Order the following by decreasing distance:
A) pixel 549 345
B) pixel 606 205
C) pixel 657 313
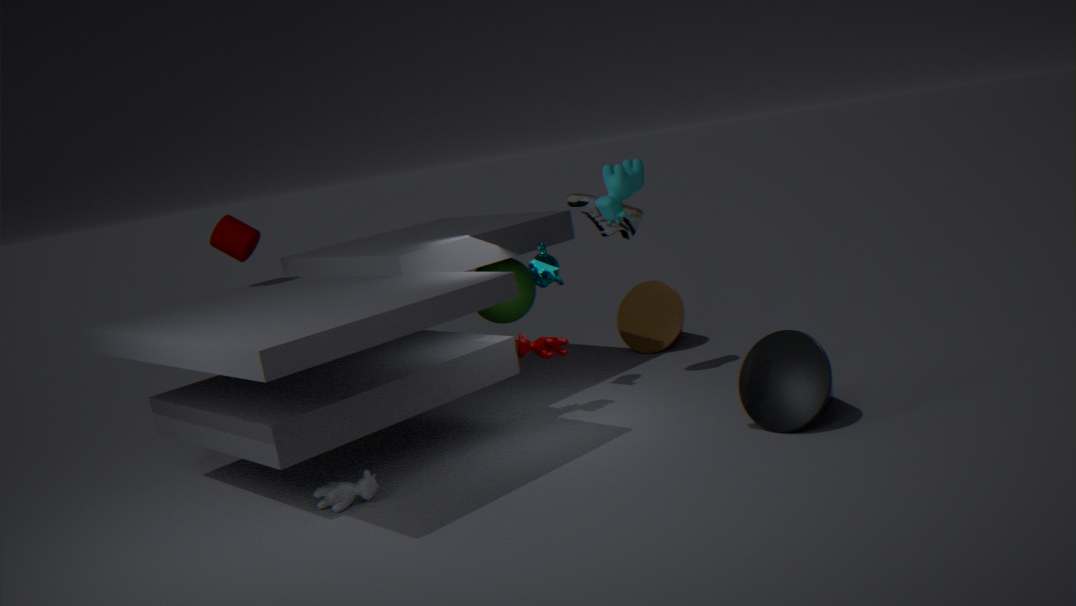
pixel 657 313 < pixel 549 345 < pixel 606 205
